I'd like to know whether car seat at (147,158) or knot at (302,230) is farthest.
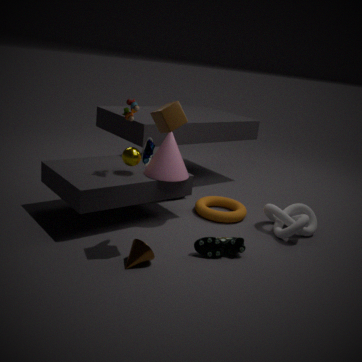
knot at (302,230)
